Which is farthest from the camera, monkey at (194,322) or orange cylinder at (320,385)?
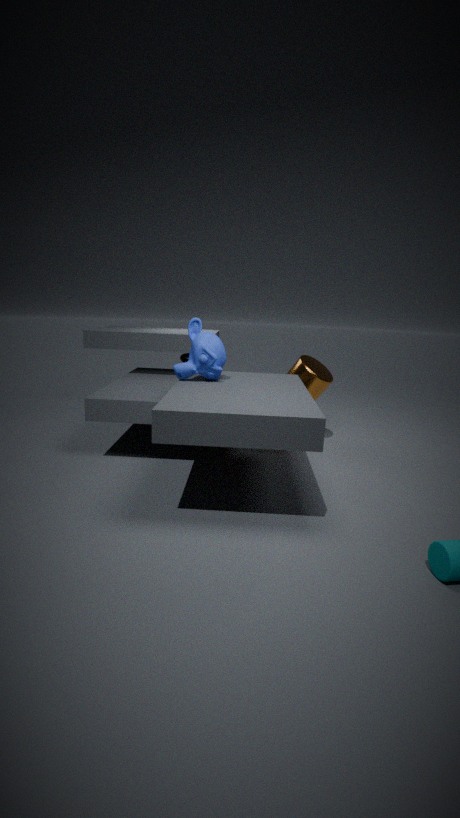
orange cylinder at (320,385)
